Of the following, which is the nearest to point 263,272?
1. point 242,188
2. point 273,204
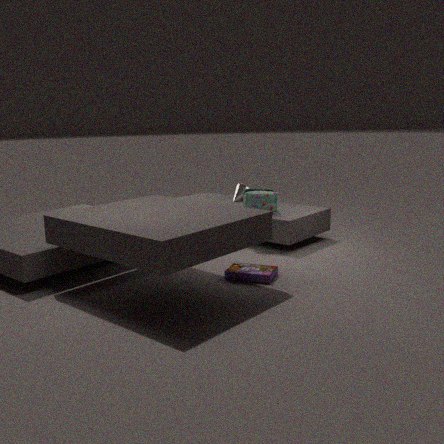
point 273,204
